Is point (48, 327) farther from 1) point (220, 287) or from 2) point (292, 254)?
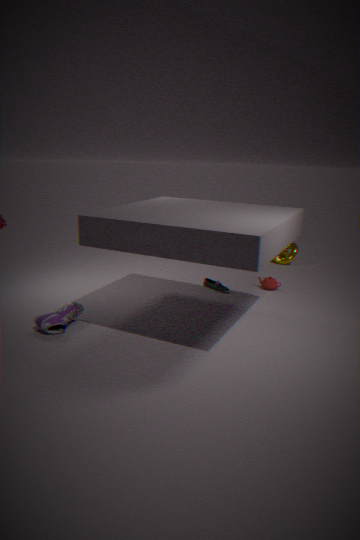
2) point (292, 254)
